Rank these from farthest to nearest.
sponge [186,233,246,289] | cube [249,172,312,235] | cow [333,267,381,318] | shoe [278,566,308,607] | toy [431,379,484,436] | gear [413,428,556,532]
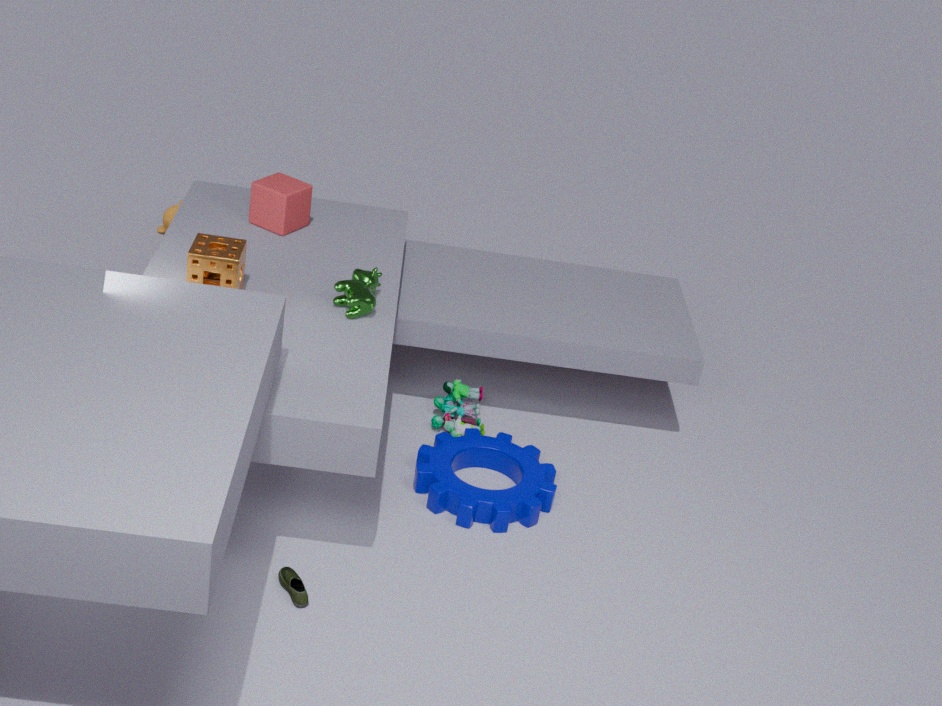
toy [431,379,484,436] < cube [249,172,312,235] < gear [413,428,556,532] < cow [333,267,381,318] < sponge [186,233,246,289] < shoe [278,566,308,607]
